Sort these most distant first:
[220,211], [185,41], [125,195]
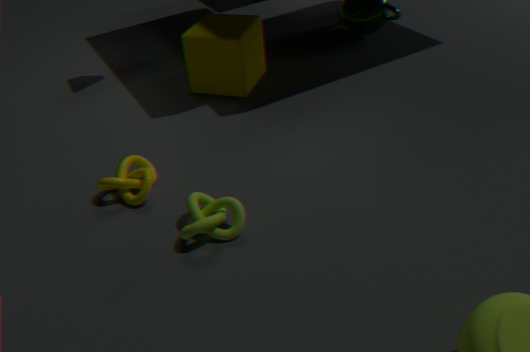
[185,41] → [125,195] → [220,211]
